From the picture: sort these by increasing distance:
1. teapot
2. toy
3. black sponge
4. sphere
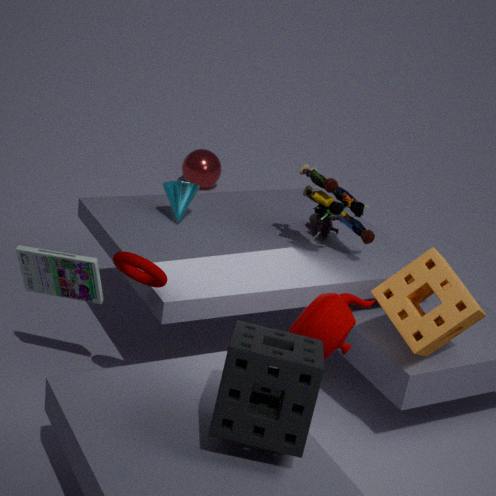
black sponge, teapot, toy, sphere
